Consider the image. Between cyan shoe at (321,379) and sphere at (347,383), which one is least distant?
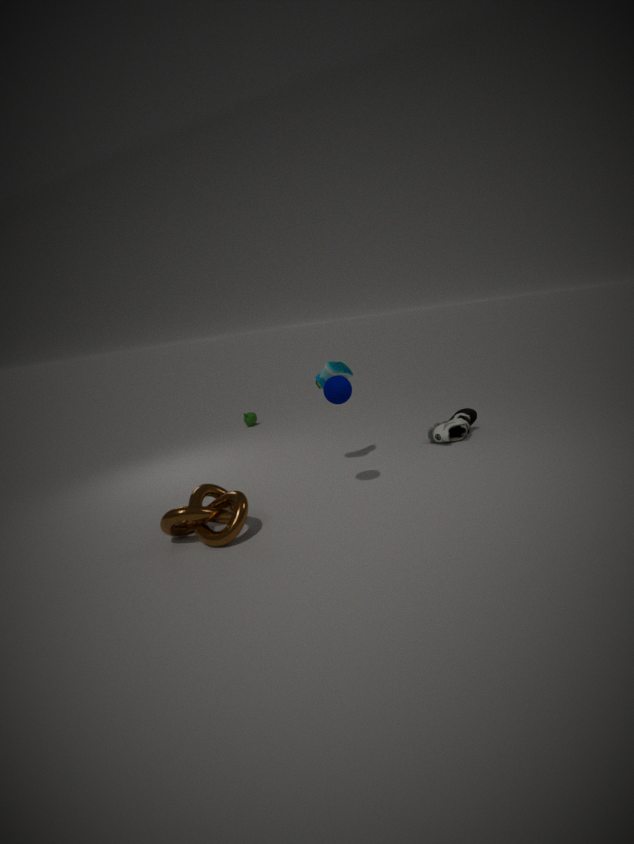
sphere at (347,383)
